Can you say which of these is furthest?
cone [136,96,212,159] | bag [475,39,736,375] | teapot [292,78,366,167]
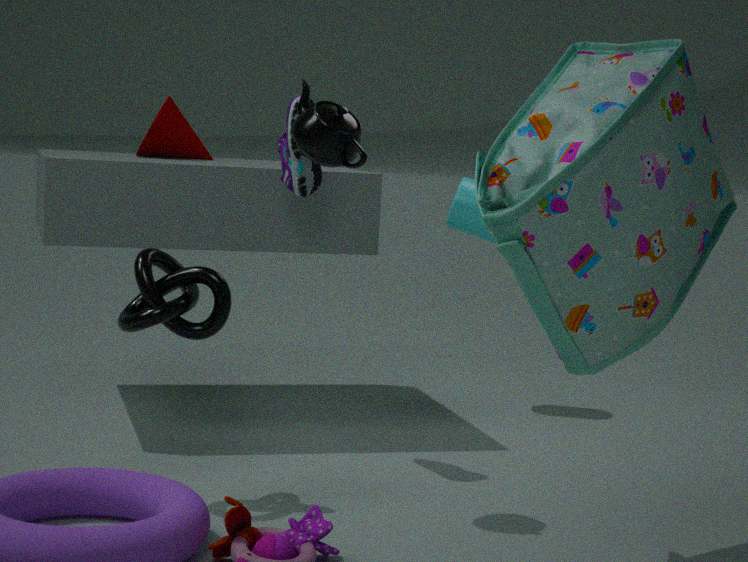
cone [136,96,212,159]
